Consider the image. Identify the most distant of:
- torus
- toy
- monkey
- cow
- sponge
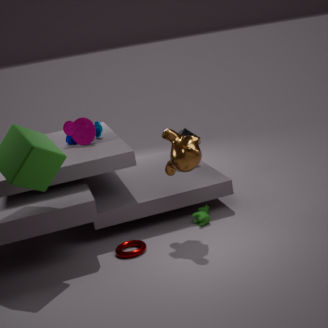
sponge
